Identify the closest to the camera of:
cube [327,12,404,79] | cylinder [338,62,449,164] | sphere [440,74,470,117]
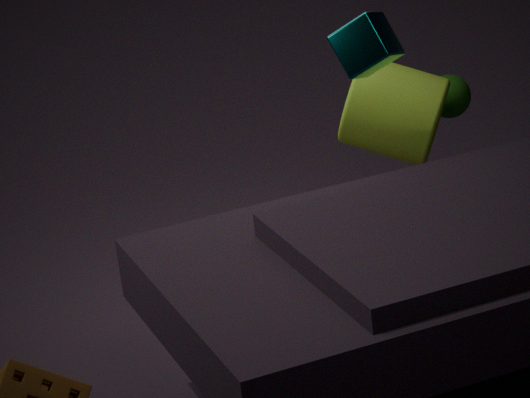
cube [327,12,404,79]
